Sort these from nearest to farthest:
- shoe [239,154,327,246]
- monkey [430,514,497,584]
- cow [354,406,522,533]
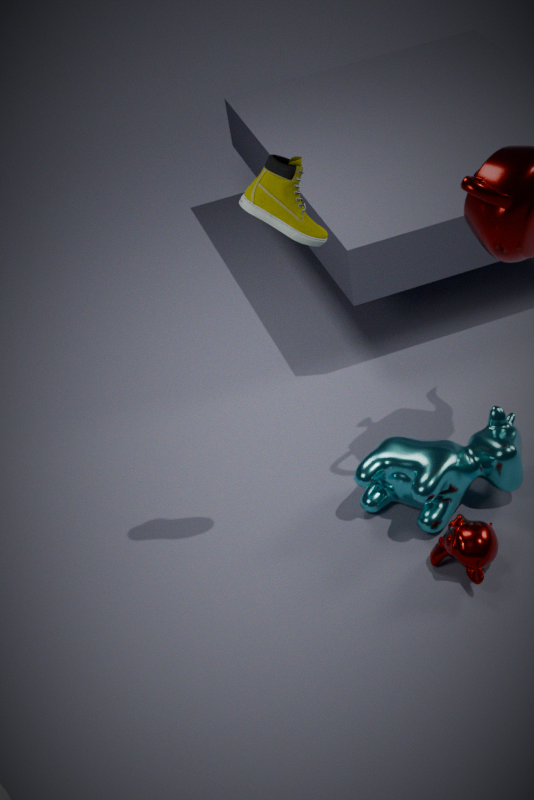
shoe [239,154,327,246] → monkey [430,514,497,584] → cow [354,406,522,533]
